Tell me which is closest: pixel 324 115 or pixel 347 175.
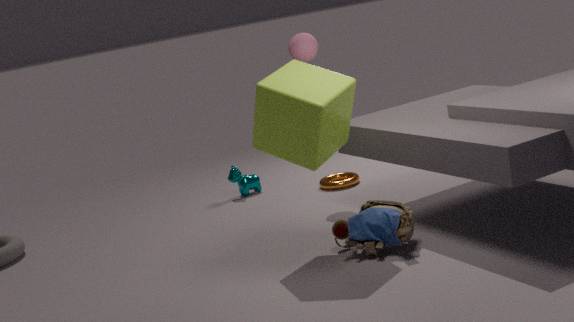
pixel 324 115
